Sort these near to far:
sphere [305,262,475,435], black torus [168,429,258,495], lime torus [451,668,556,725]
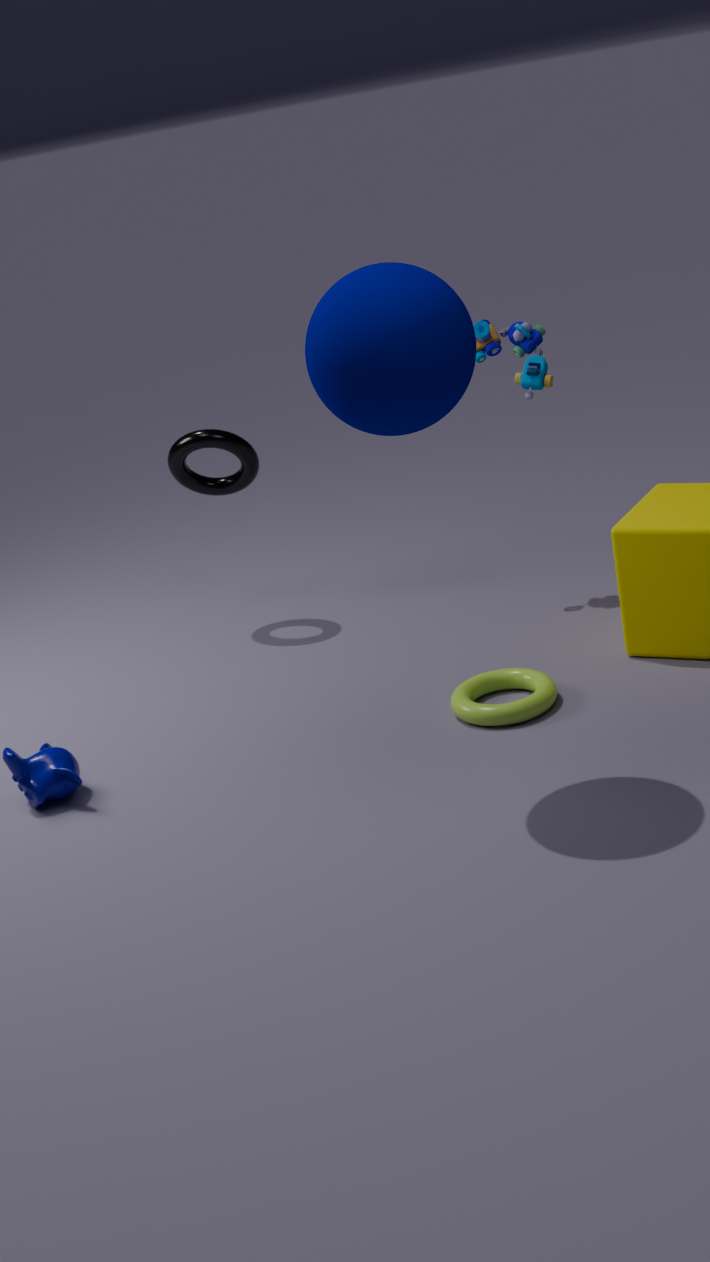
sphere [305,262,475,435]
lime torus [451,668,556,725]
black torus [168,429,258,495]
